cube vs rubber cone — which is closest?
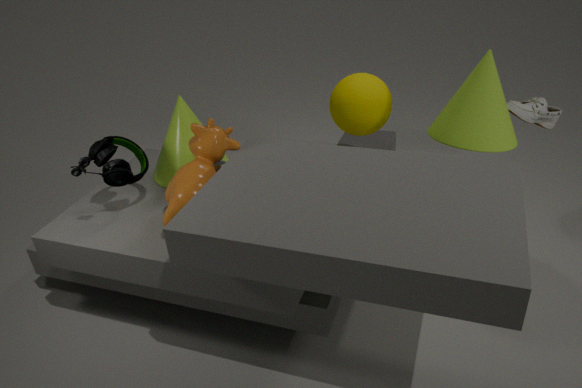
rubber cone
